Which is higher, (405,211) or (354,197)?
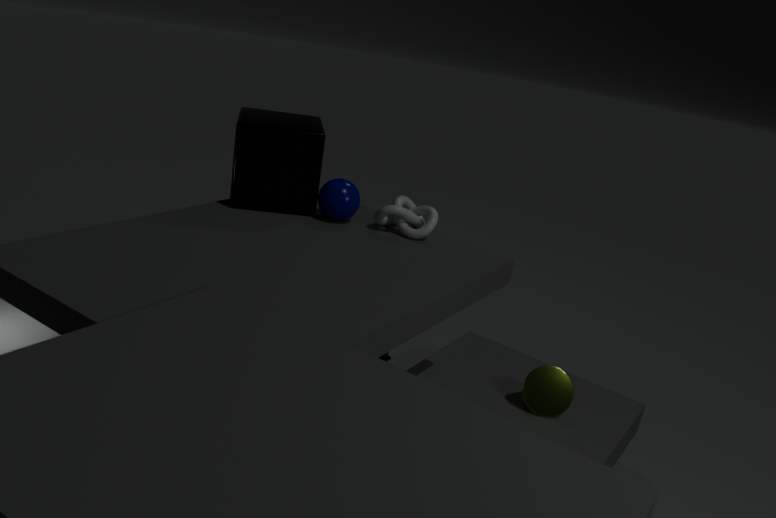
(354,197)
